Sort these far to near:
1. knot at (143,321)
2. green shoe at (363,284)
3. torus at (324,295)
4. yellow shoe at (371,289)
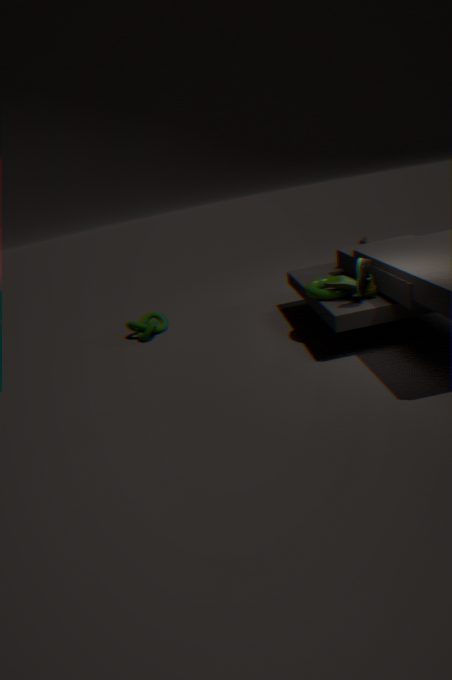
knot at (143,321)
torus at (324,295)
yellow shoe at (371,289)
green shoe at (363,284)
